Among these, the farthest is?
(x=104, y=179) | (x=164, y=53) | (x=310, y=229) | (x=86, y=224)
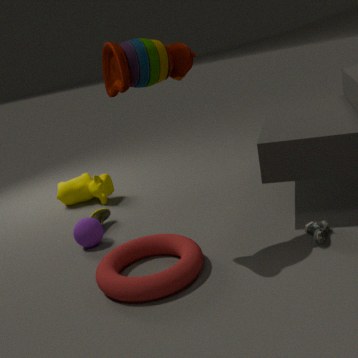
(x=104, y=179)
